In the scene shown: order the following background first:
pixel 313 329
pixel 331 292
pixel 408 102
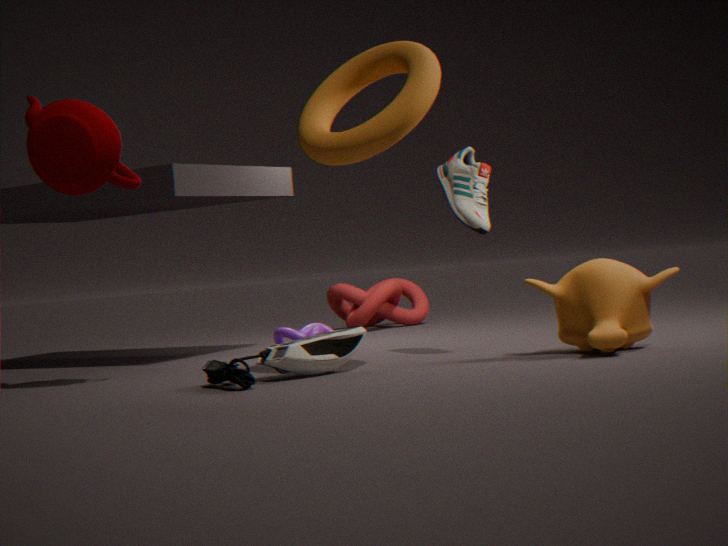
pixel 331 292 → pixel 313 329 → pixel 408 102
